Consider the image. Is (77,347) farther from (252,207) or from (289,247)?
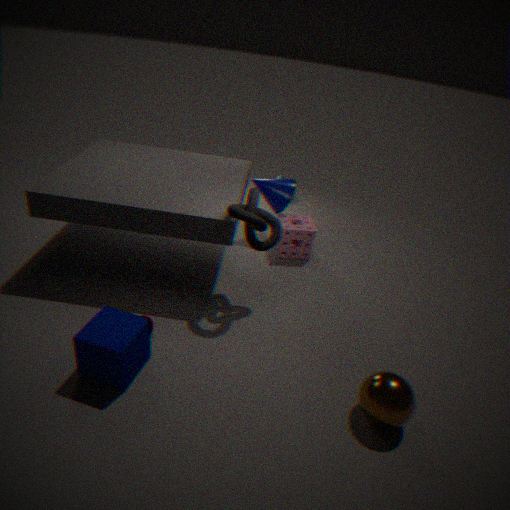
(289,247)
